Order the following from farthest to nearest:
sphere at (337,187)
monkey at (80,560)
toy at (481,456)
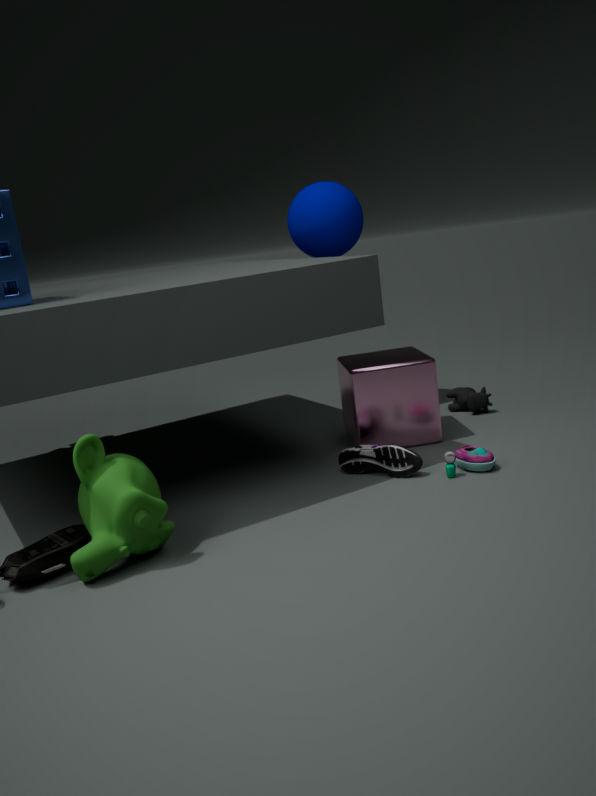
sphere at (337,187) → toy at (481,456) → monkey at (80,560)
